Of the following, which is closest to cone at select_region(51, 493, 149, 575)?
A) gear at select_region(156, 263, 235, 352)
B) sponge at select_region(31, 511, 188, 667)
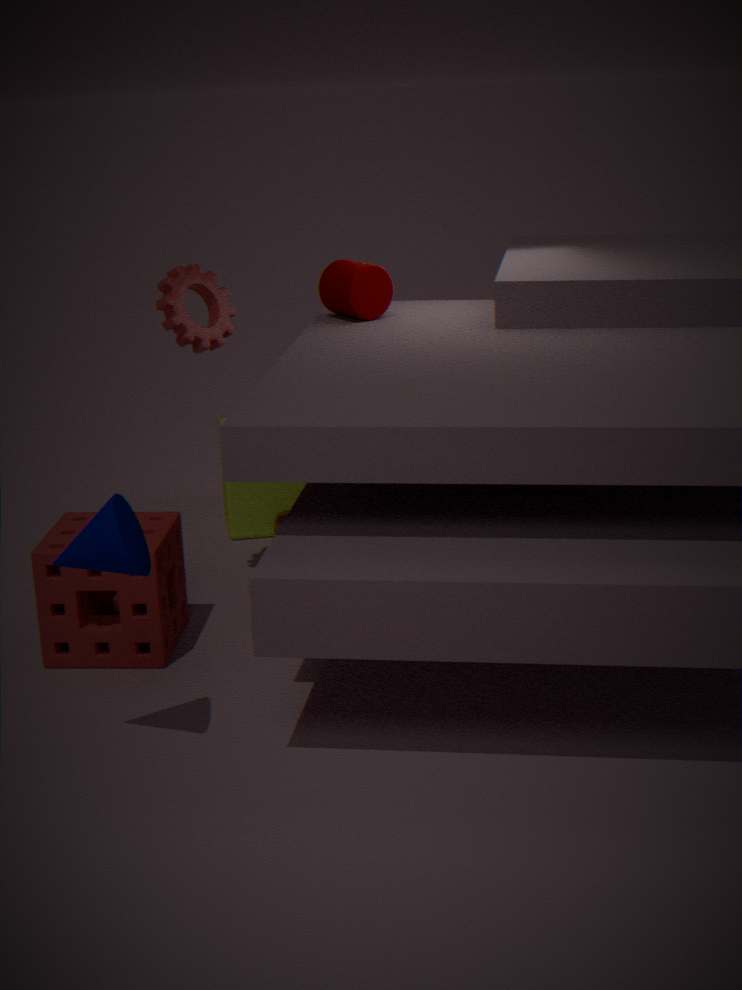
sponge at select_region(31, 511, 188, 667)
